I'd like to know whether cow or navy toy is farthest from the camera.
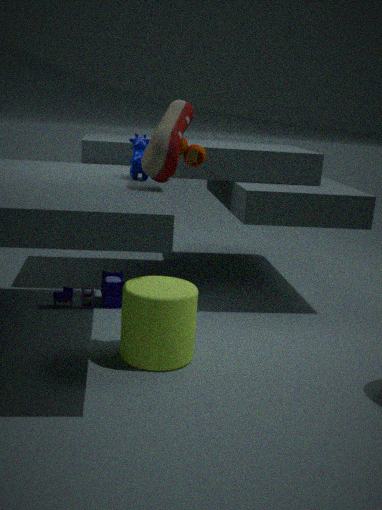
navy toy
